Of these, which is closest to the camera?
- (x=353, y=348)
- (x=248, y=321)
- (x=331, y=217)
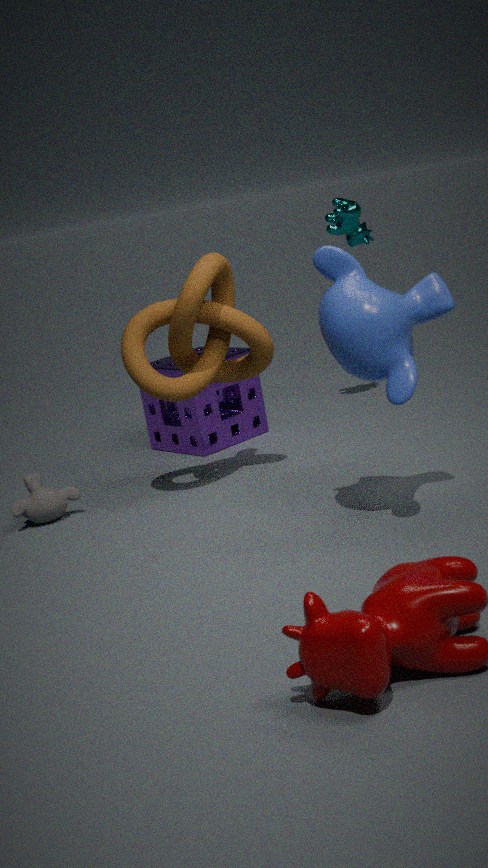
(x=353, y=348)
